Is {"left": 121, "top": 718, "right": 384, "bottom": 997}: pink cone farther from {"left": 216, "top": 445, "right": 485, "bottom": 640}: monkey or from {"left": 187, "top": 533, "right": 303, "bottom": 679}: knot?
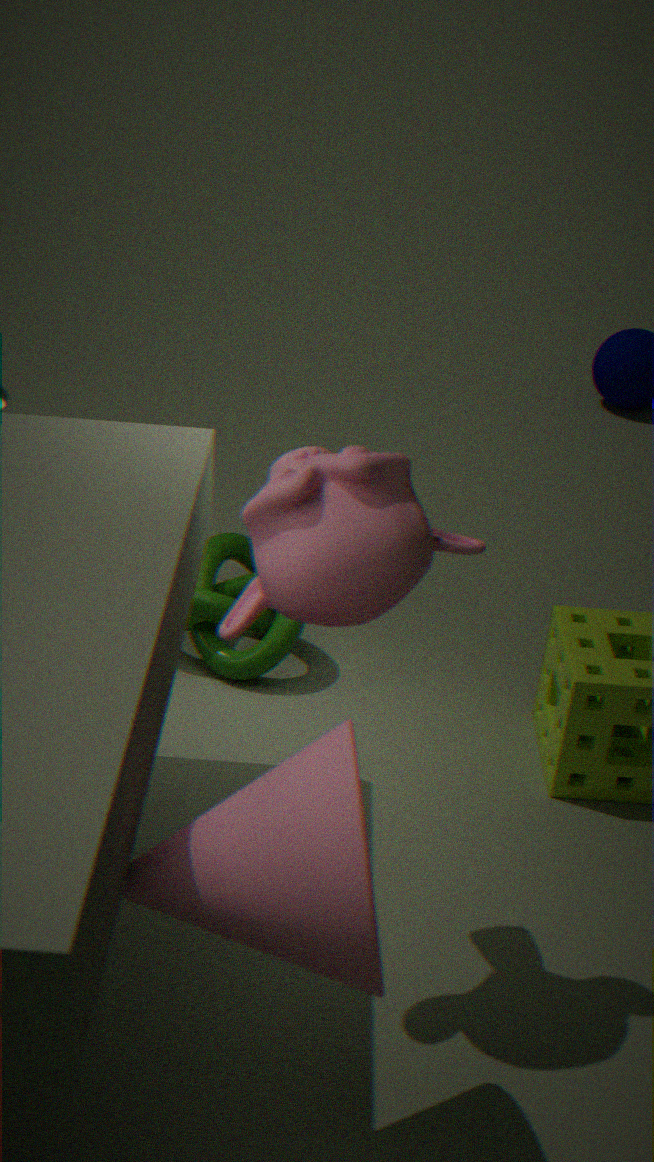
{"left": 187, "top": 533, "right": 303, "bottom": 679}: knot
